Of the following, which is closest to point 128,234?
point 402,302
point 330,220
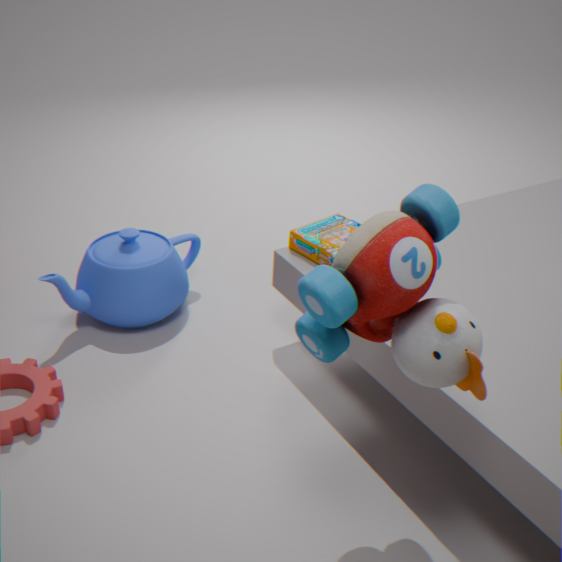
point 330,220
